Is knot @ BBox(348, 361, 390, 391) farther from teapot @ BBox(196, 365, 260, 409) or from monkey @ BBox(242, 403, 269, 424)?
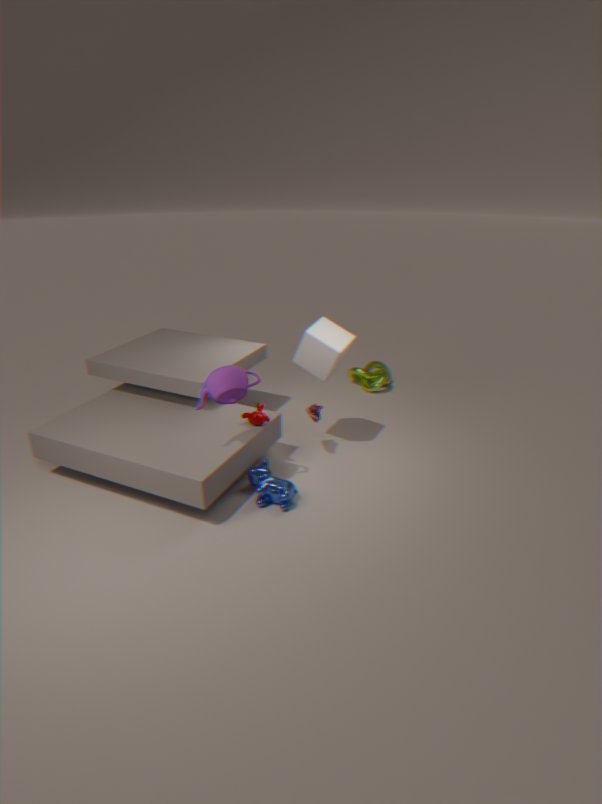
teapot @ BBox(196, 365, 260, 409)
